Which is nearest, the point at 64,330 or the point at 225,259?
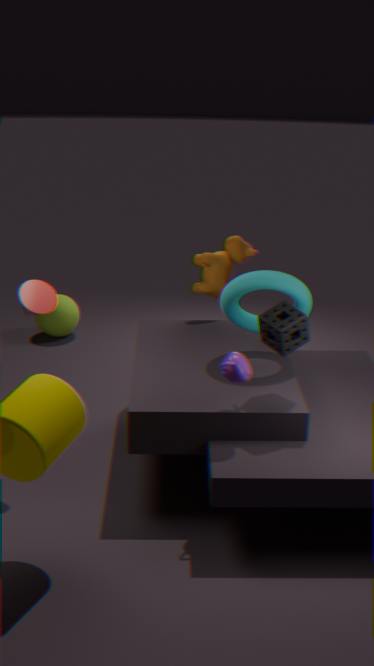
the point at 225,259
